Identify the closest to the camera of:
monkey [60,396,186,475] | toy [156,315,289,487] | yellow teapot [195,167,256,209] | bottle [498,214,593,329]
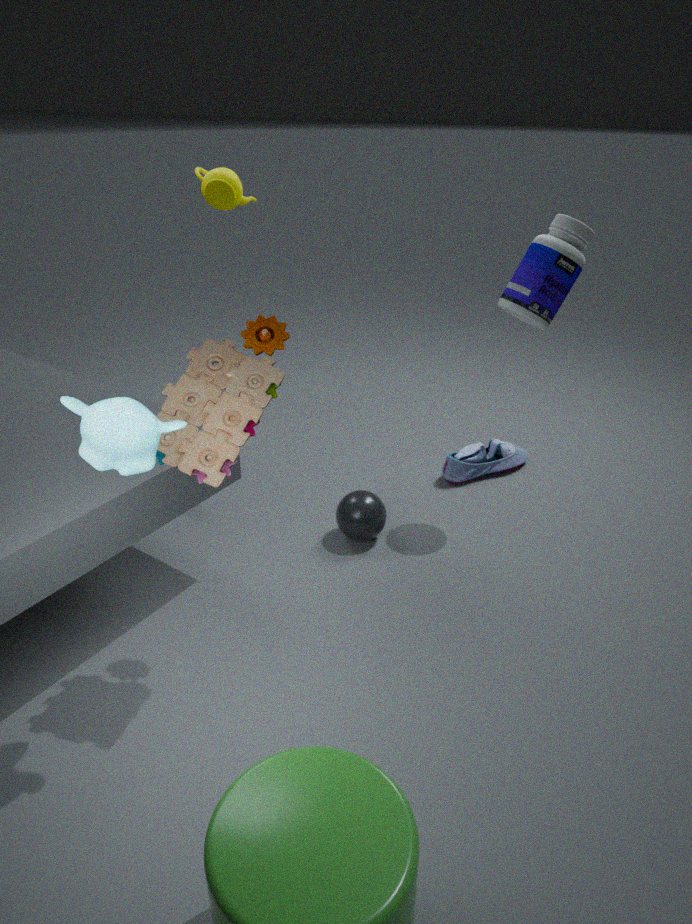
monkey [60,396,186,475]
